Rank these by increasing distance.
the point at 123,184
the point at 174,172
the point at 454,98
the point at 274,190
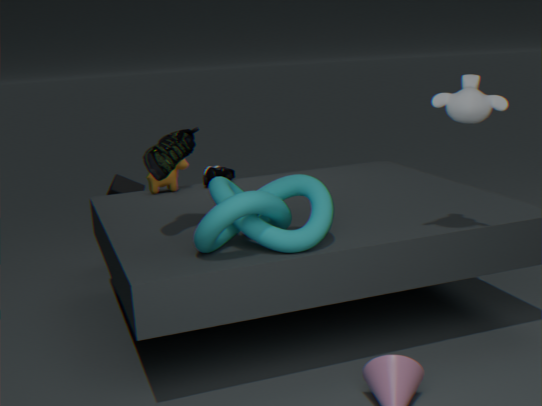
the point at 454,98 → the point at 274,190 → the point at 174,172 → the point at 123,184
